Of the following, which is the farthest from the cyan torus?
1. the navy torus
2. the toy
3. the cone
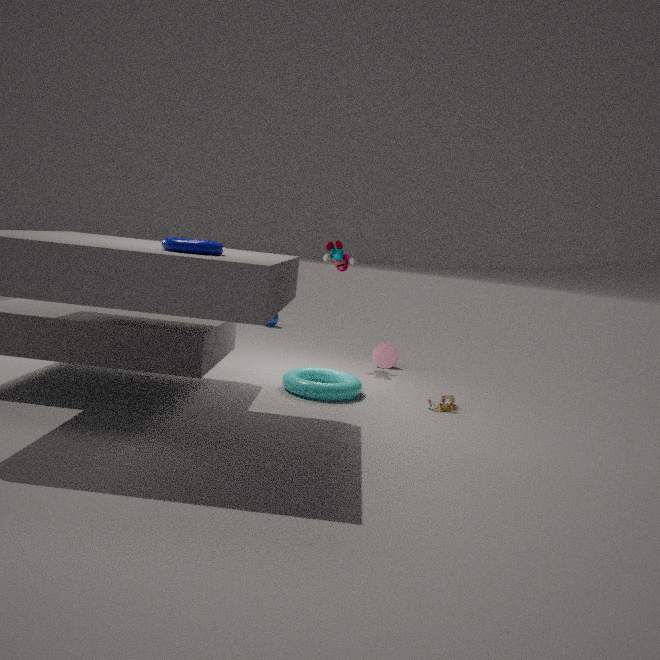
the navy torus
